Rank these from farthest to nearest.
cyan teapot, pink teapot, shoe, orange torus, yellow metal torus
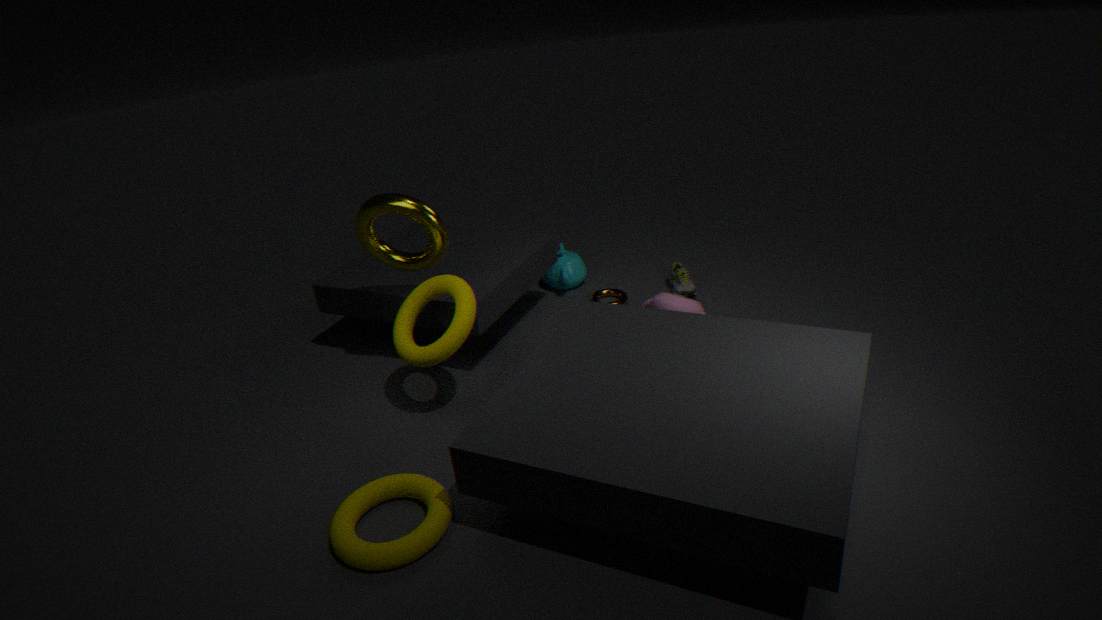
cyan teapot
orange torus
shoe
pink teapot
yellow metal torus
